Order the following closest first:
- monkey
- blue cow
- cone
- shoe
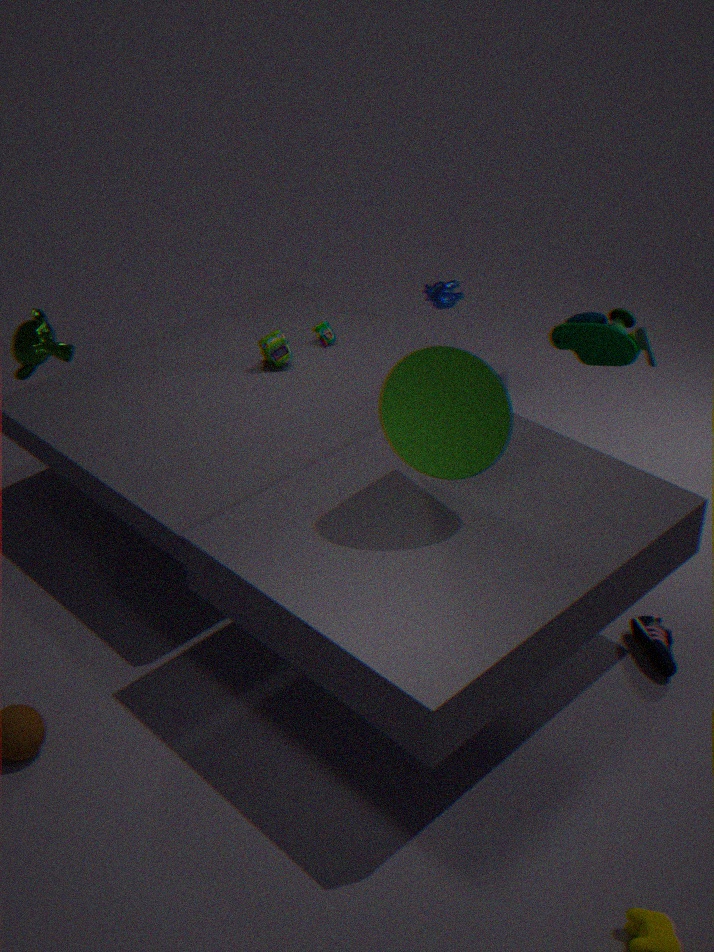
cone → monkey → shoe → blue cow
